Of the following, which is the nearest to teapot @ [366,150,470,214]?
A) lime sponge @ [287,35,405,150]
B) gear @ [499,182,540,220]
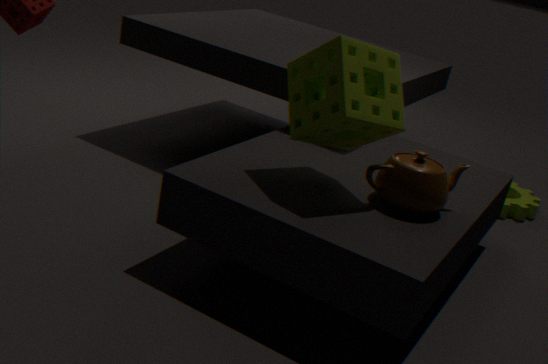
lime sponge @ [287,35,405,150]
